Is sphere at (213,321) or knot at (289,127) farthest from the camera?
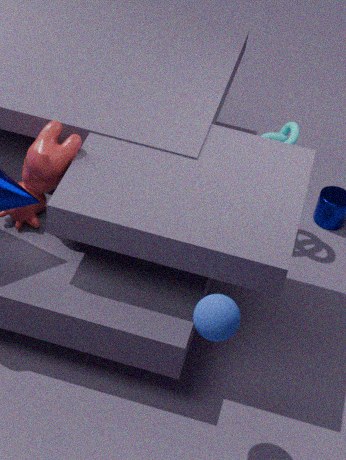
knot at (289,127)
